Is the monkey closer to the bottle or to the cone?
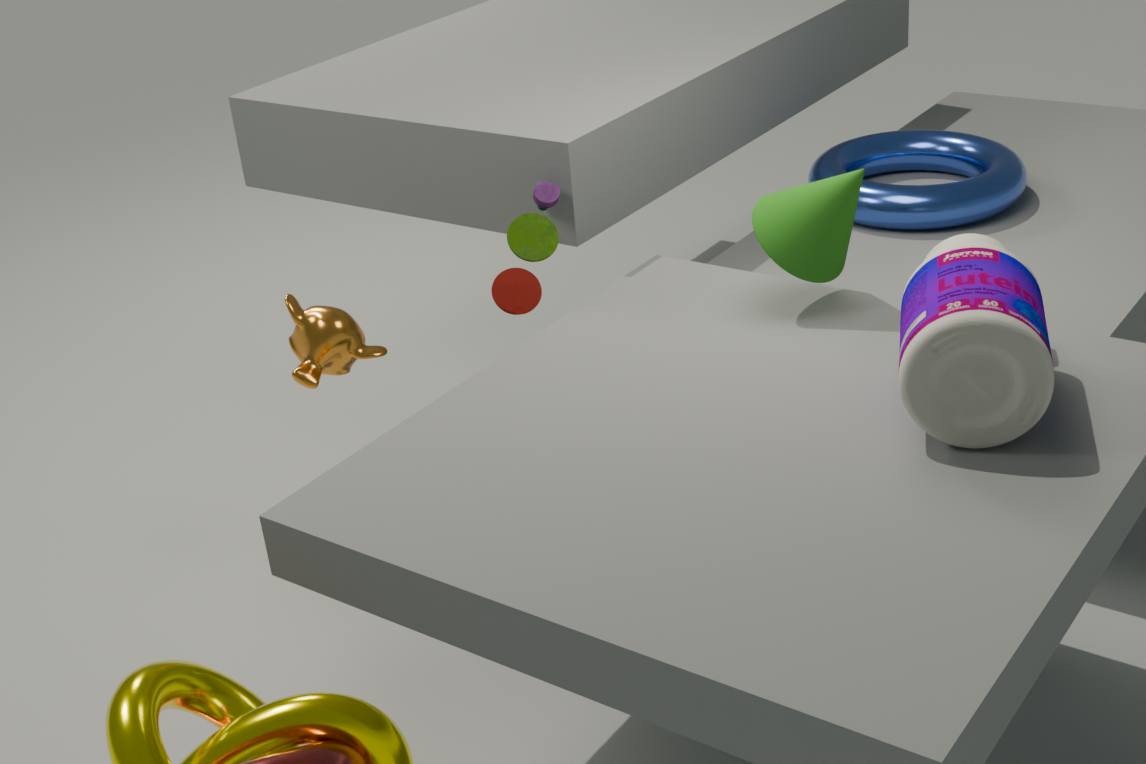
the cone
